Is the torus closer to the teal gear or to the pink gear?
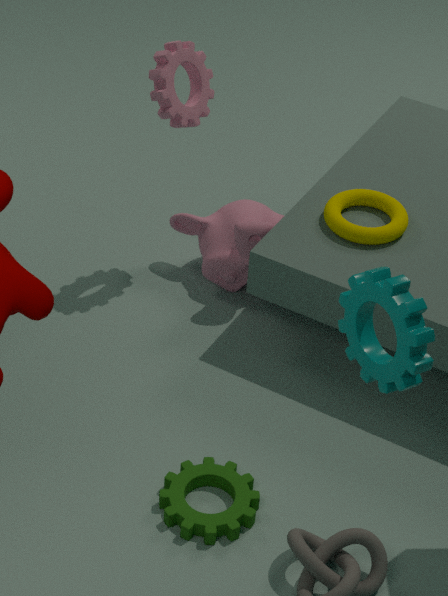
the pink gear
